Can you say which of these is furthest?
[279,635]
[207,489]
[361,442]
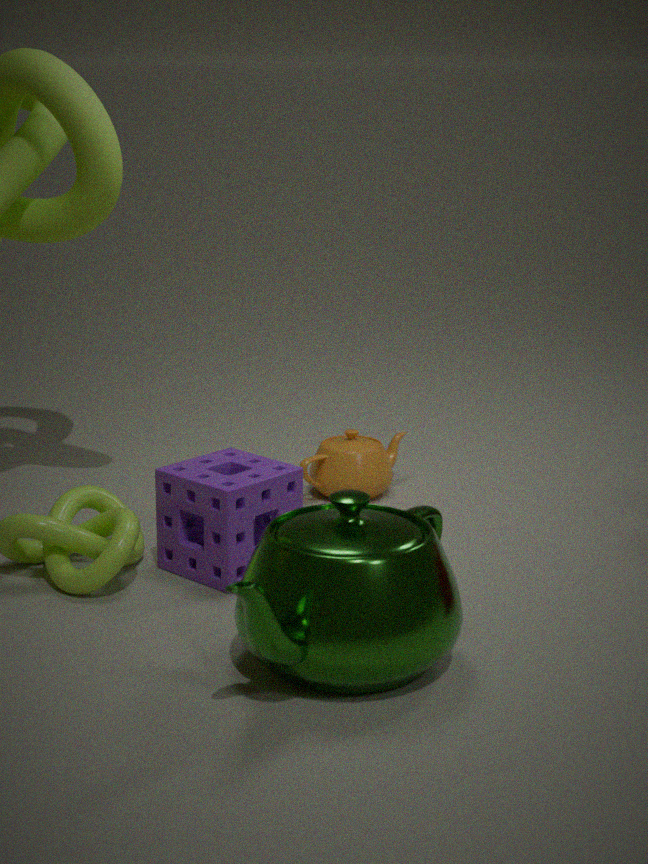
[361,442]
